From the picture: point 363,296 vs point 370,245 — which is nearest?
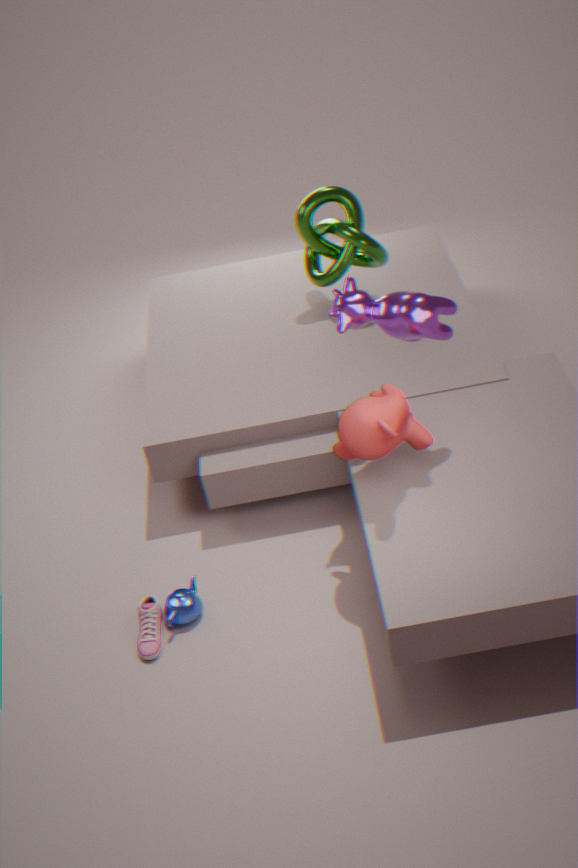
point 363,296
